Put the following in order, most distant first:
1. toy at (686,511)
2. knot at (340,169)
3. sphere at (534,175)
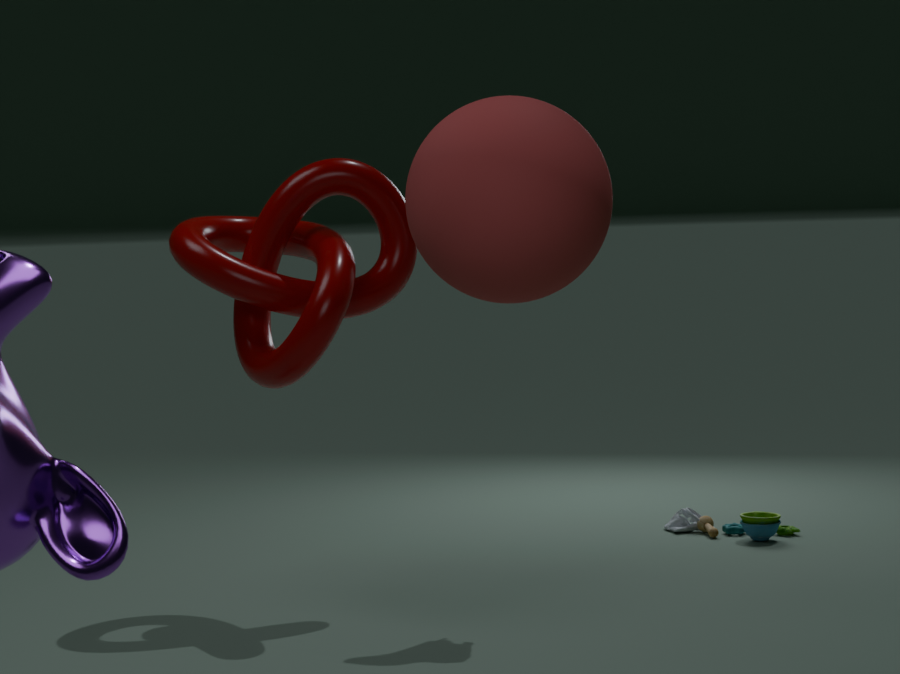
toy at (686,511), knot at (340,169), sphere at (534,175)
